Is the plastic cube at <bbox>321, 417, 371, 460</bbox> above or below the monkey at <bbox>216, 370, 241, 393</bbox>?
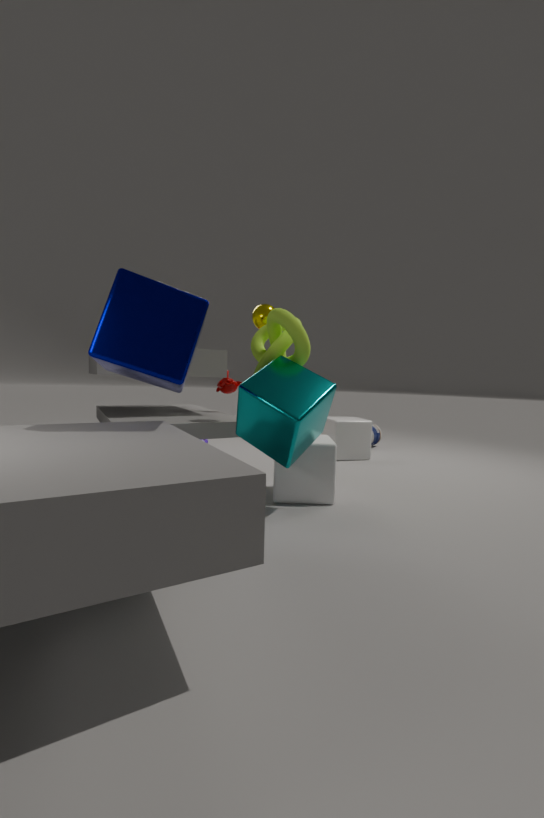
below
